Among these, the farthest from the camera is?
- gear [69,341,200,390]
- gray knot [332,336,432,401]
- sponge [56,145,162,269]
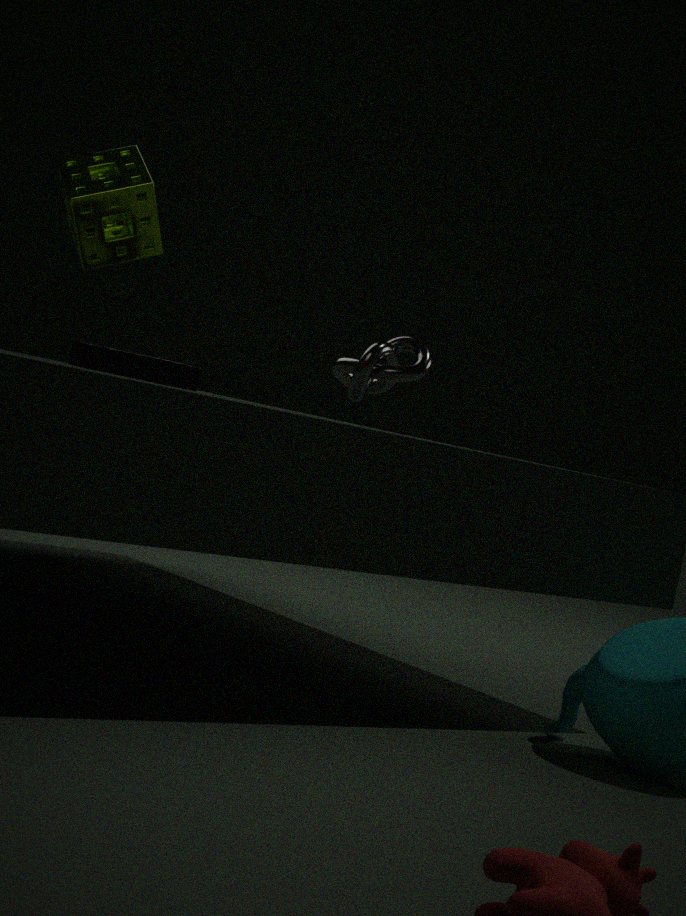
gray knot [332,336,432,401]
